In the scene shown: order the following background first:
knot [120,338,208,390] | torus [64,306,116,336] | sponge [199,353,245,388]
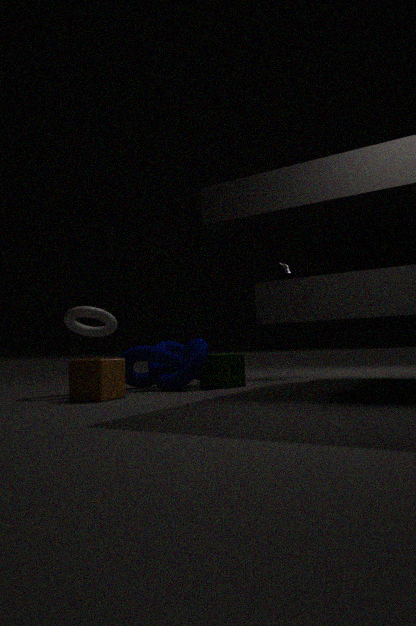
sponge [199,353,245,388], knot [120,338,208,390], torus [64,306,116,336]
